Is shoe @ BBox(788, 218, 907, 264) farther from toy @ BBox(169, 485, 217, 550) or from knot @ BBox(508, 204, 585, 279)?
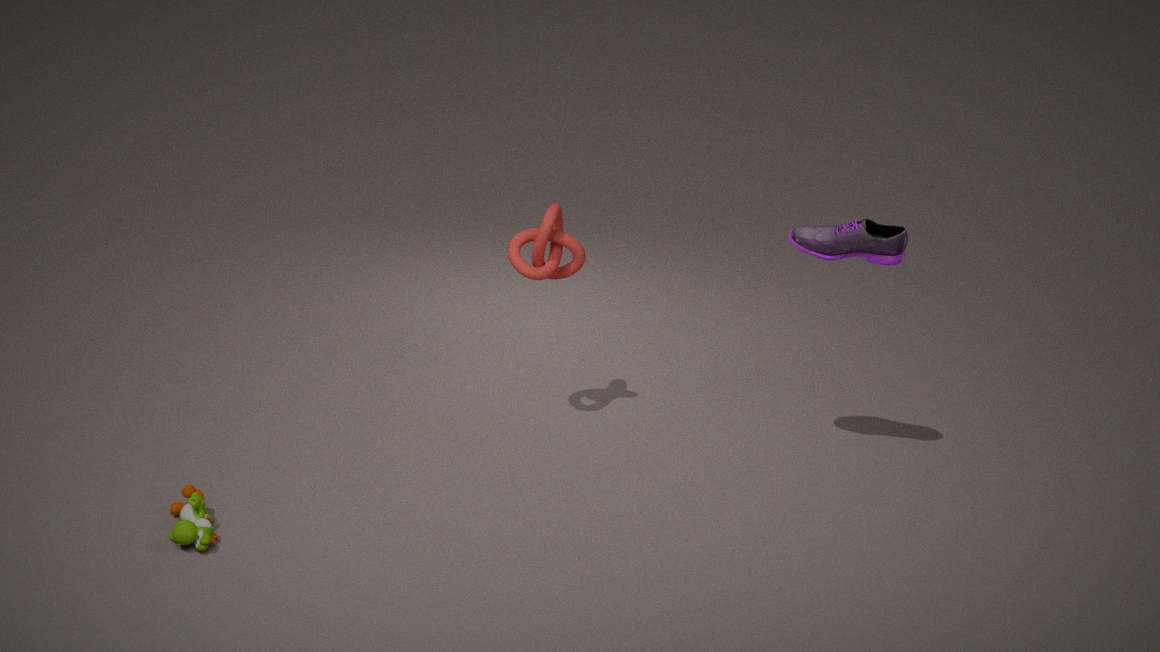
toy @ BBox(169, 485, 217, 550)
